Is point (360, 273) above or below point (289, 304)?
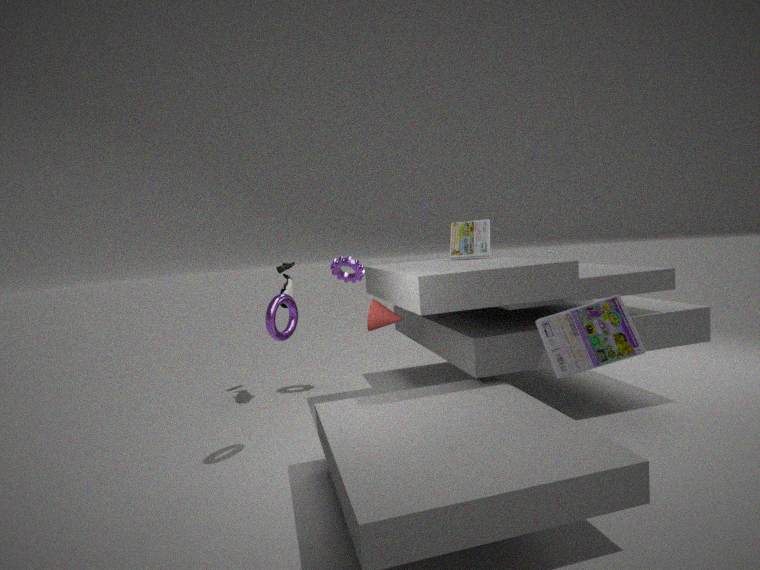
above
